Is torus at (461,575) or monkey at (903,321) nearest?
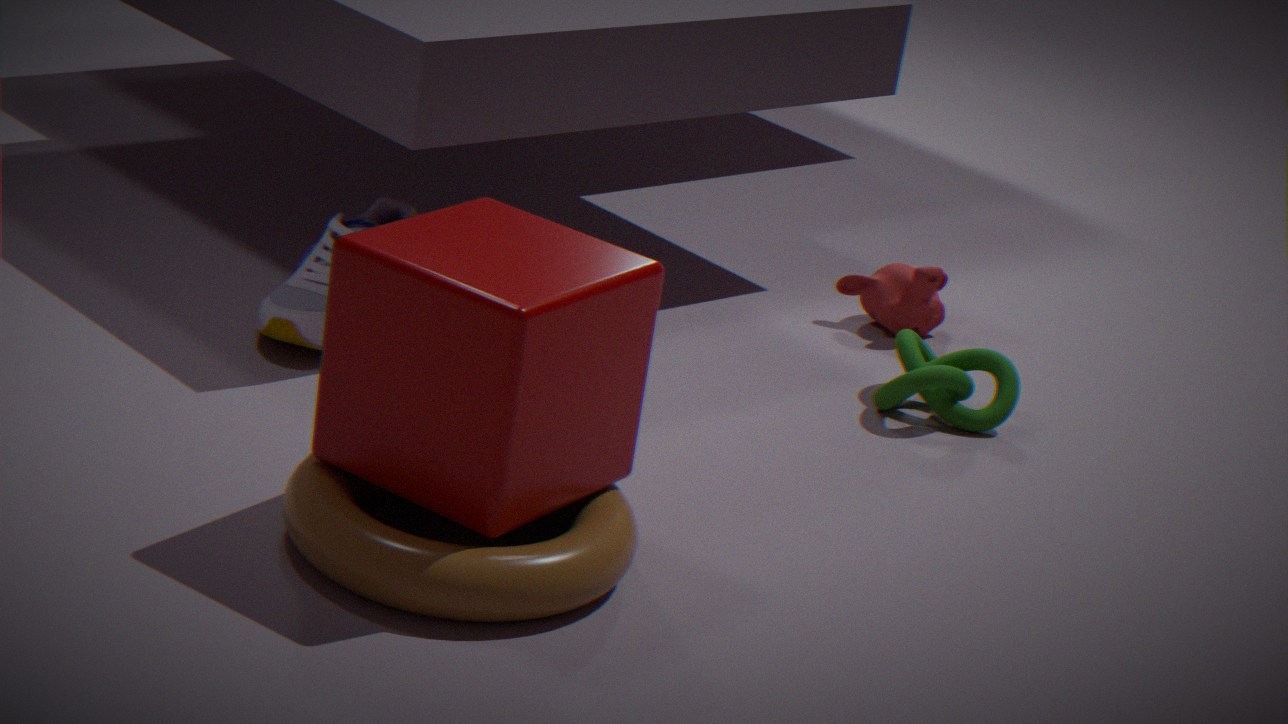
A: torus at (461,575)
